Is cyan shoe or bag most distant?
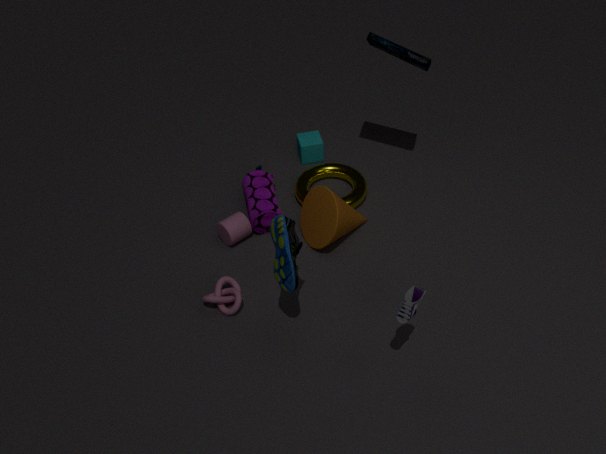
bag
